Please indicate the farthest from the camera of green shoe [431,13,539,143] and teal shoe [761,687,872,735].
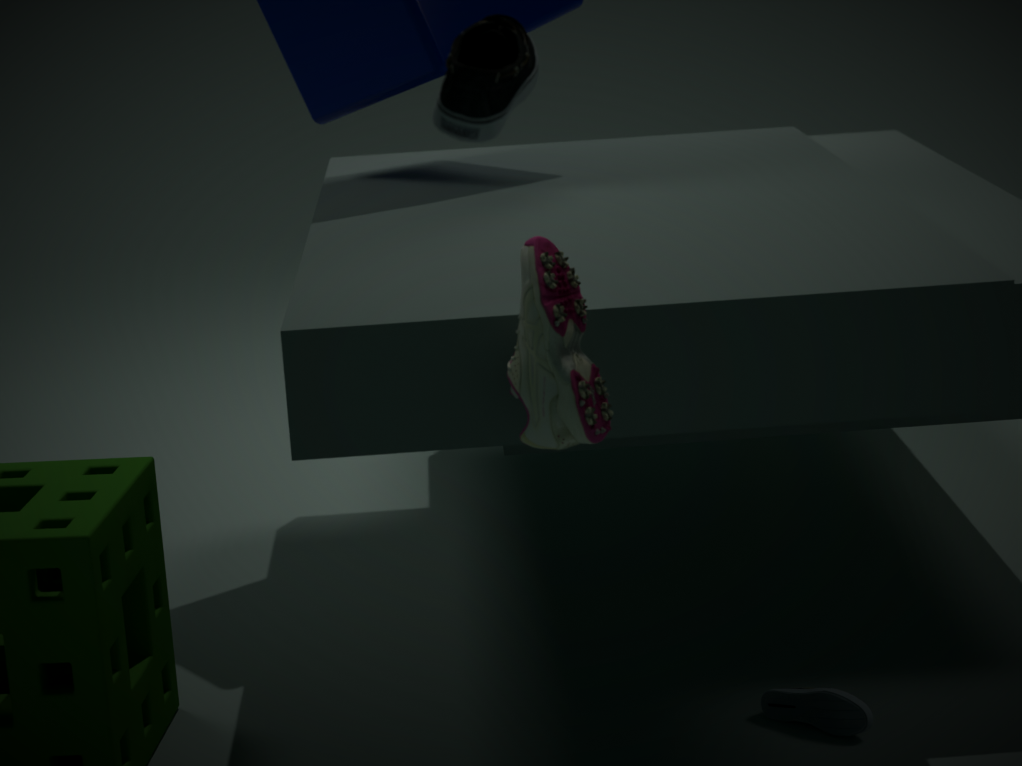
teal shoe [761,687,872,735]
